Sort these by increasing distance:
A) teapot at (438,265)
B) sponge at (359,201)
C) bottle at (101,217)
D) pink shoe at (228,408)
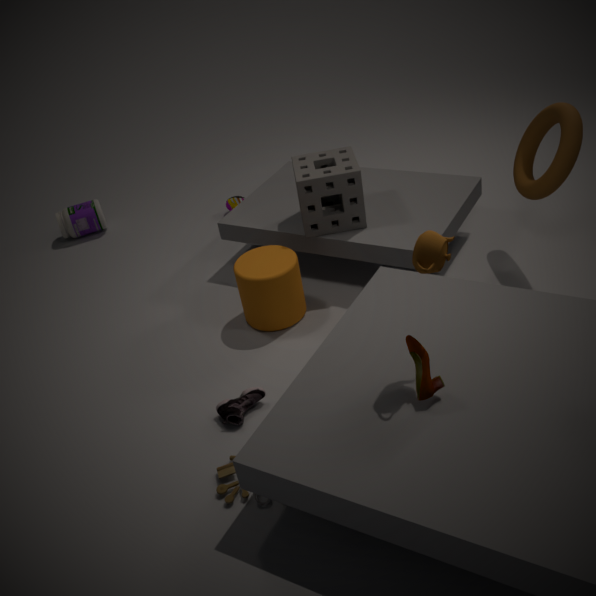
teapot at (438,265) < pink shoe at (228,408) < sponge at (359,201) < bottle at (101,217)
